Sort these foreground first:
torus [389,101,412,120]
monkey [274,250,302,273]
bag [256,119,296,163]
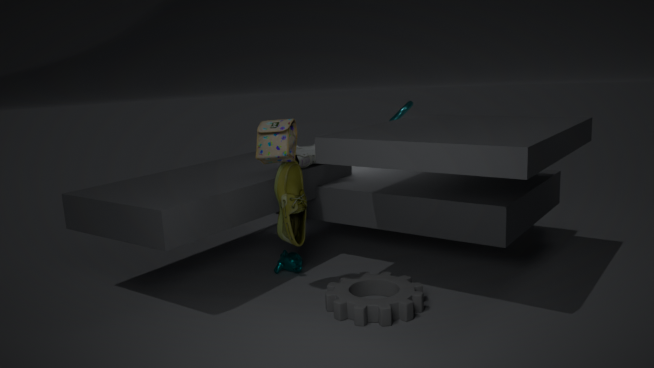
bag [256,119,296,163]
monkey [274,250,302,273]
torus [389,101,412,120]
